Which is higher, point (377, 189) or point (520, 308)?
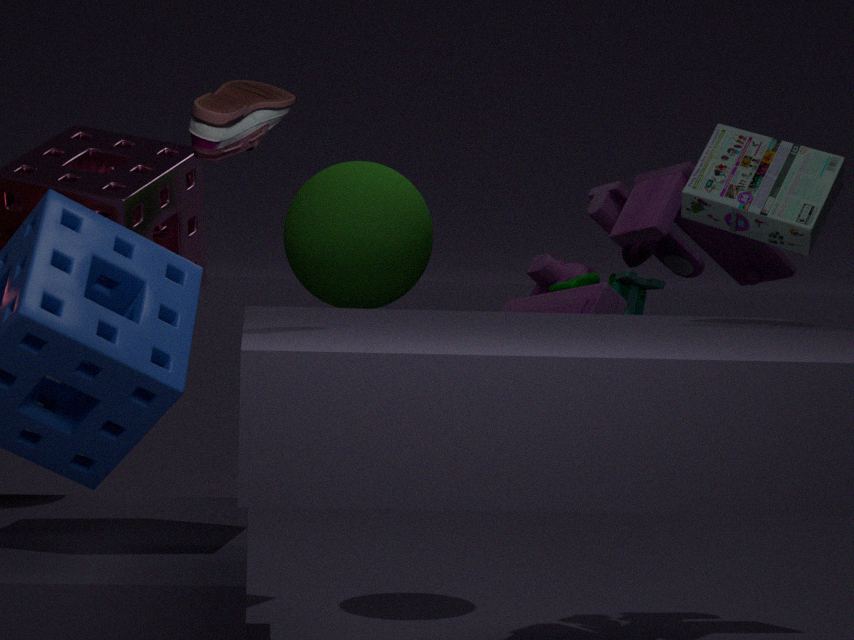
point (377, 189)
